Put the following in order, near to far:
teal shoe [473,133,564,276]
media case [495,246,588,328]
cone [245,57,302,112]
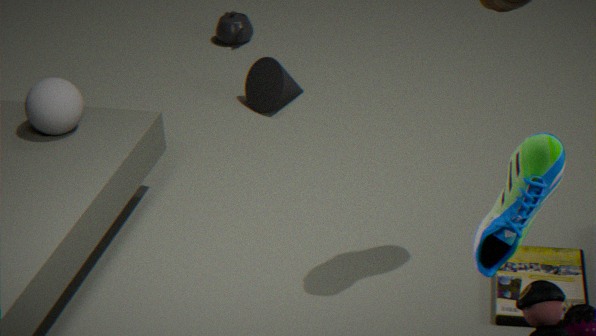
teal shoe [473,133,564,276]
media case [495,246,588,328]
cone [245,57,302,112]
